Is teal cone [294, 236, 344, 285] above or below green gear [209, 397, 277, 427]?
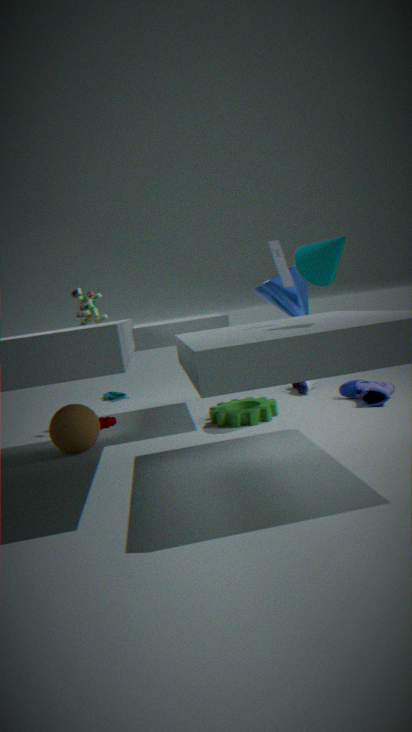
above
